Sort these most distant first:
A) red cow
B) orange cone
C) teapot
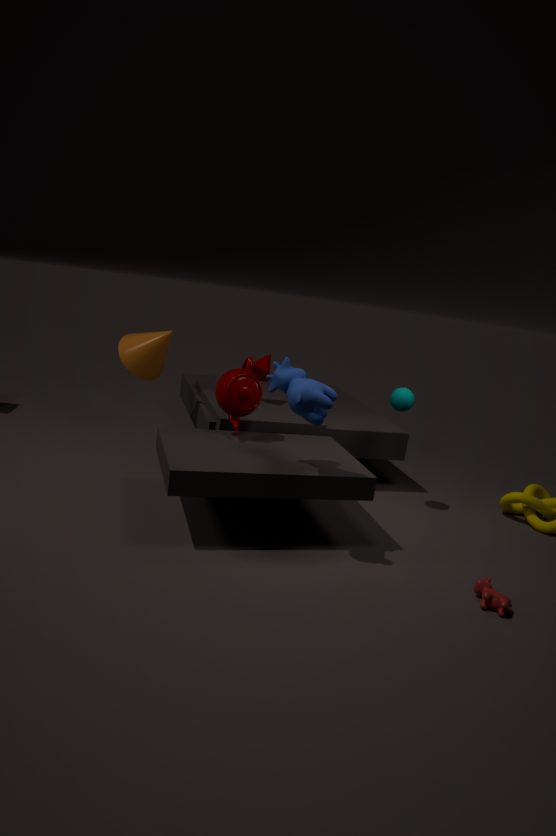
1. orange cone
2. teapot
3. red cow
